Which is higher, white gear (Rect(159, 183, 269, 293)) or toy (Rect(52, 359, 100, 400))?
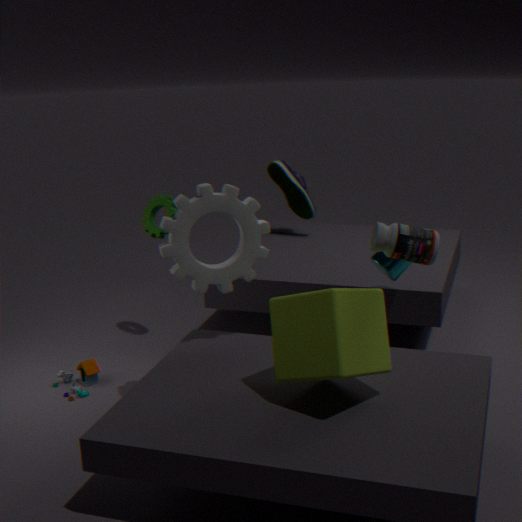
white gear (Rect(159, 183, 269, 293))
